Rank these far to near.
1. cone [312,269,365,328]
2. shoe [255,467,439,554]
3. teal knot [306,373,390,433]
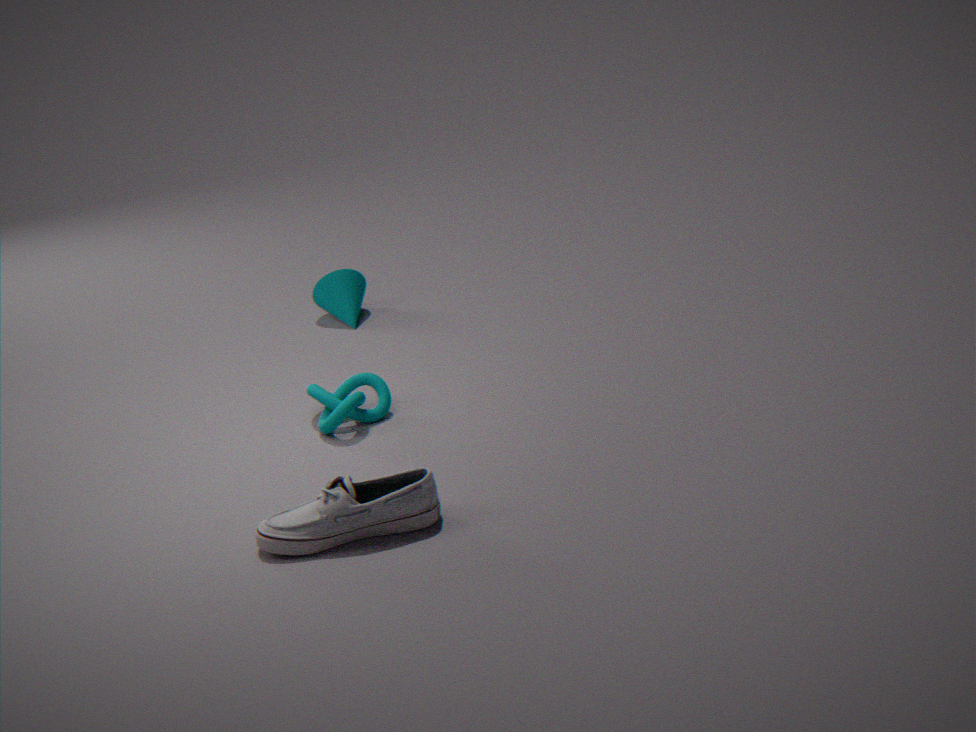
cone [312,269,365,328], teal knot [306,373,390,433], shoe [255,467,439,554]
